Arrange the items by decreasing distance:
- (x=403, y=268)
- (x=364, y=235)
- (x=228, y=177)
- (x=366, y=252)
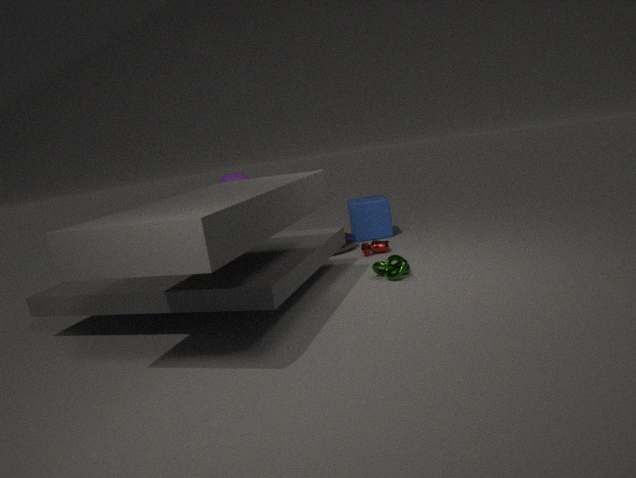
(x=364, y=235)
(x=228, y=177)
(x=366, y=252)
(x=403, y=268)
